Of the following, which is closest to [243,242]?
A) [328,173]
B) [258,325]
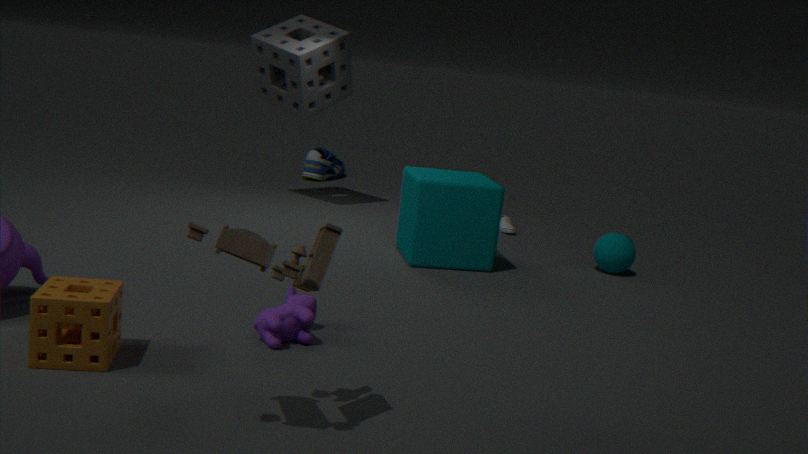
[258,325]
